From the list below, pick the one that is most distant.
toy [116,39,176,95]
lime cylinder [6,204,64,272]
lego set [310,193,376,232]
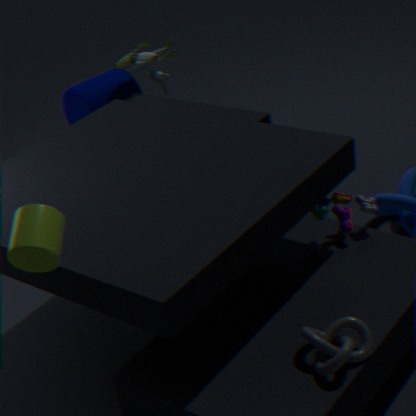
toy [116,39,176,95]
